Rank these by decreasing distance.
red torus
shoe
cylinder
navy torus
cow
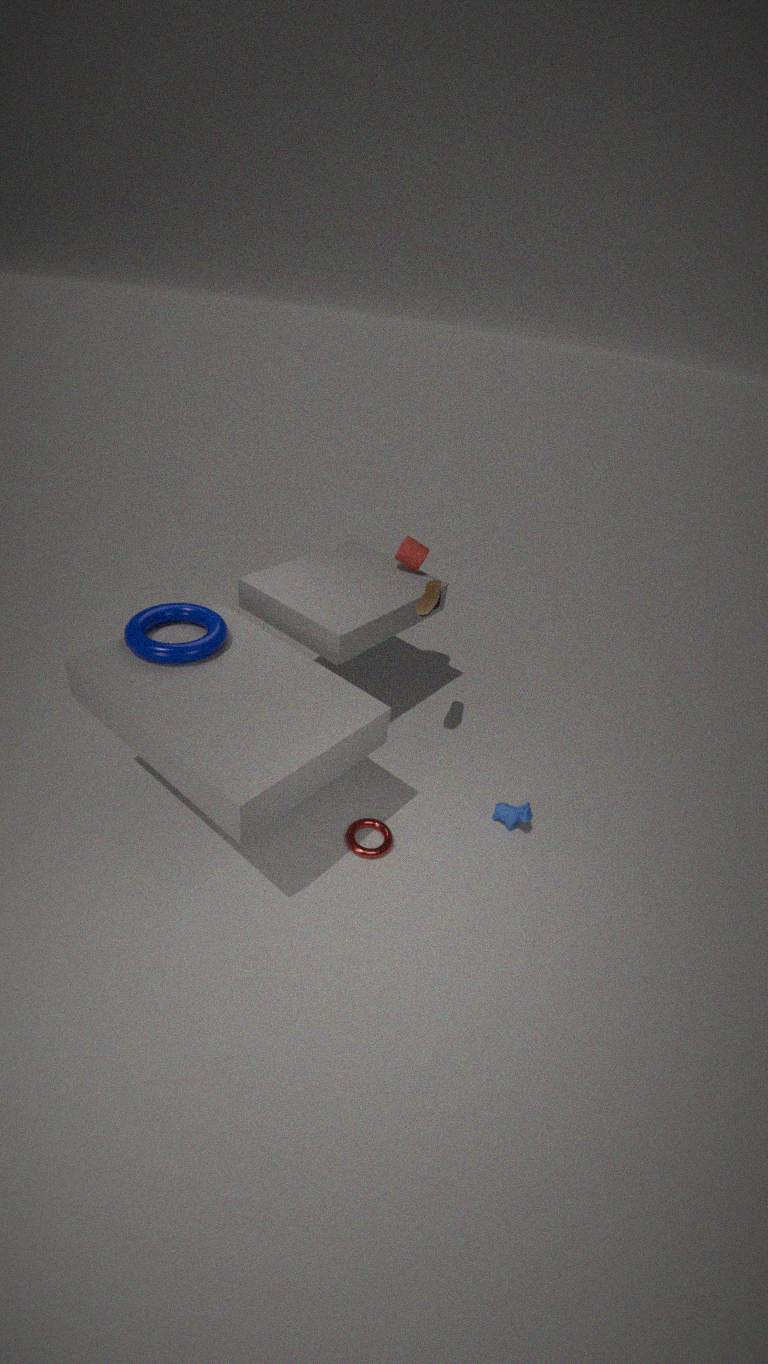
cylinder
cow
shoe
red torus
navy torus
